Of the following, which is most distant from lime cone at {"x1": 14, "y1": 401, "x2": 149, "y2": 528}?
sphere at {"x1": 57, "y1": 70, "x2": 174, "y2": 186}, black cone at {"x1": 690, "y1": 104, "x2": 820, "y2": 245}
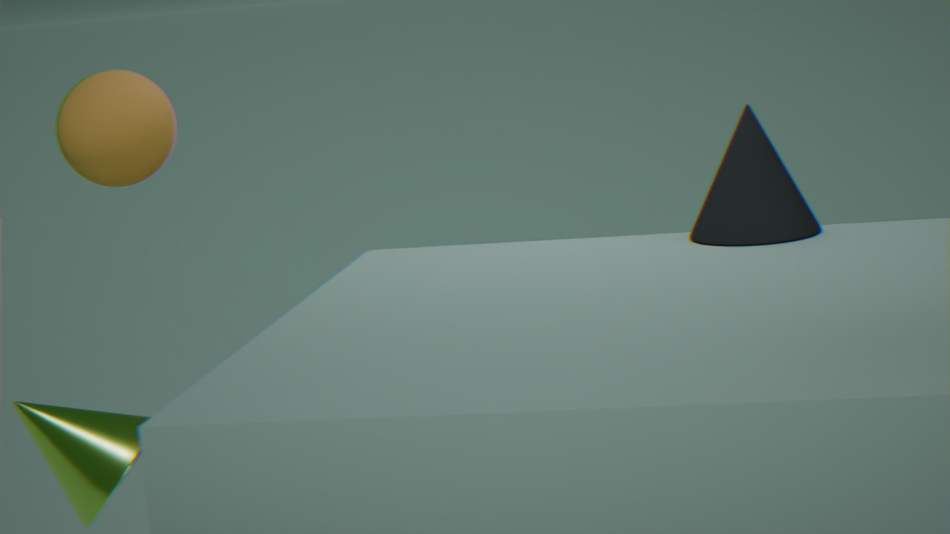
black cone at {"x1": 690, "y1": 104, "x2": 820, "y2": 245}
